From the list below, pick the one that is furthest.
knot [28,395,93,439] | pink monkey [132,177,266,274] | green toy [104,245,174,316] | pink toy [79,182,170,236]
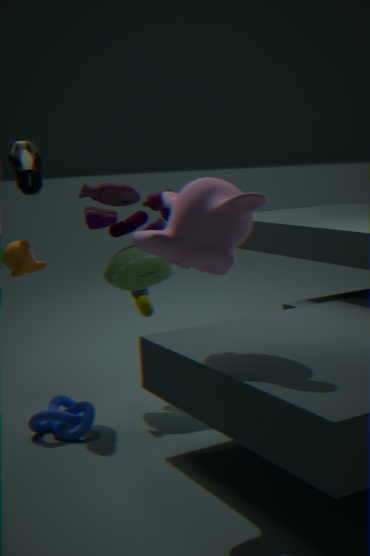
pink toy [79,182,170,236]
